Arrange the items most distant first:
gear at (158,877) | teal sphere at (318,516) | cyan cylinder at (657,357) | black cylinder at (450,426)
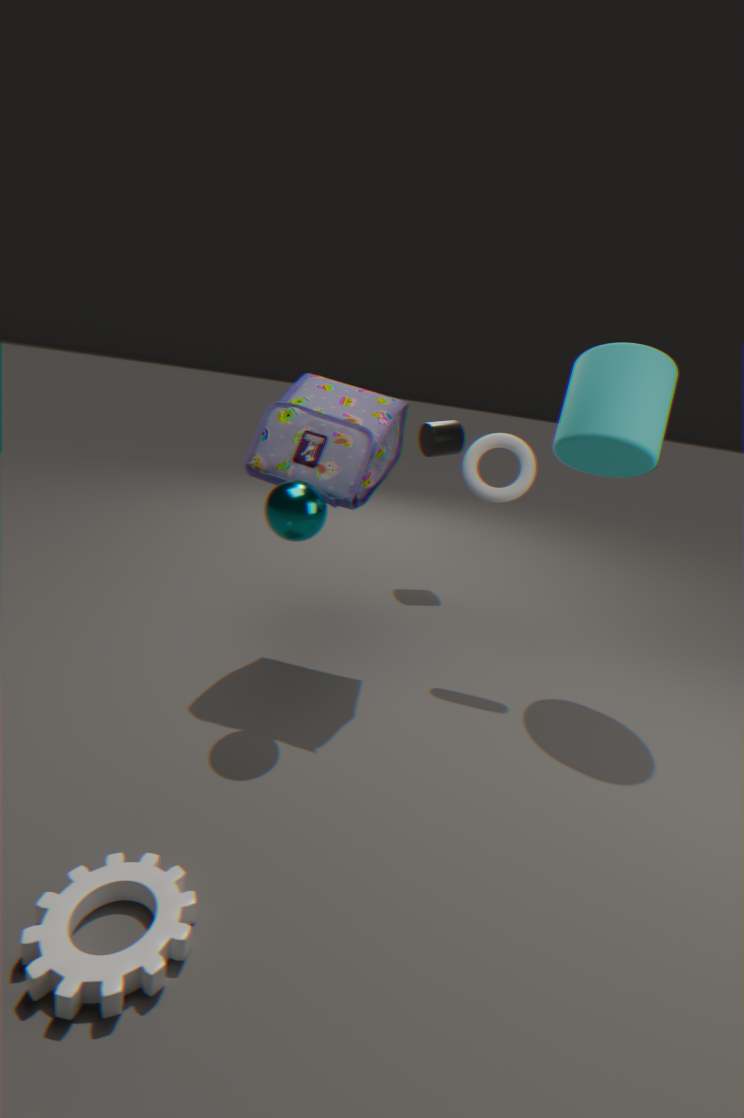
black cylinder at (450,426) < cyan cylinder at (657,357) < teal sphere at (318,516) < gear at (158,877)
